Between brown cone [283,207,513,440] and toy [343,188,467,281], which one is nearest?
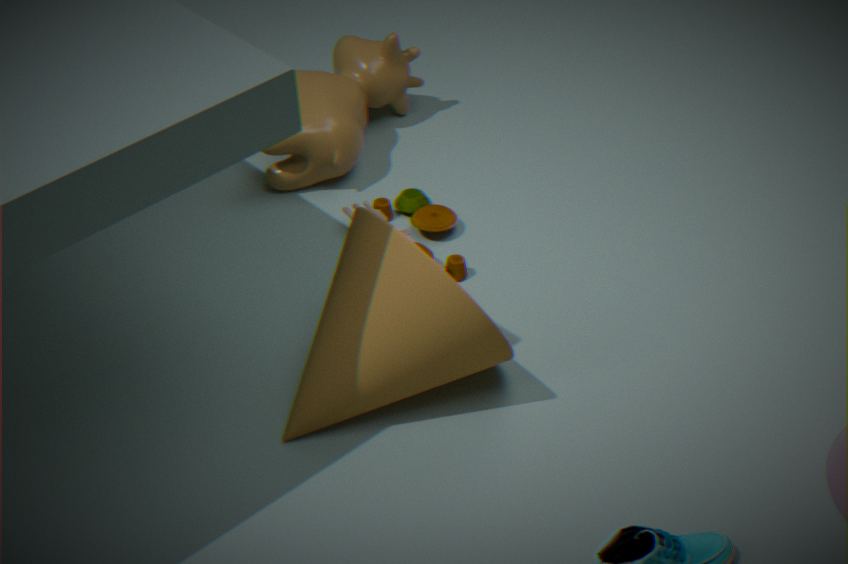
brown cone [283,207,513,440]
